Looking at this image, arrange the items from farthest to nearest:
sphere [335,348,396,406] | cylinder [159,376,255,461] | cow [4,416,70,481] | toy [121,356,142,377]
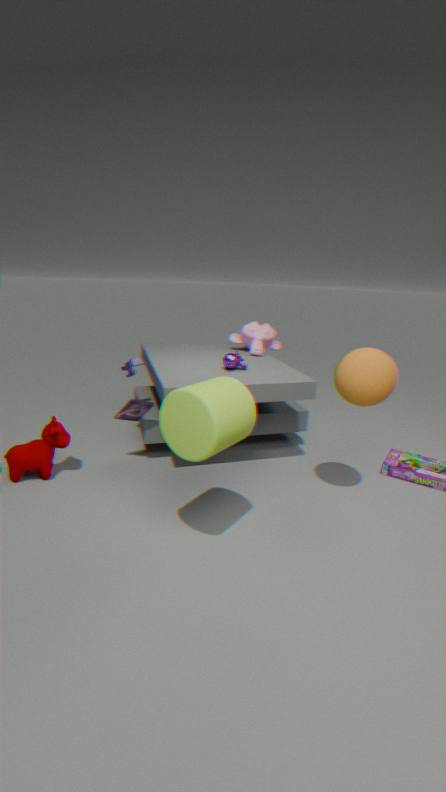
1. toy [121,356,142,377]
2. cow [4,416,70,481]
3. sphere [335,348,396,406]
4. cylinder [159,376,255,461]
